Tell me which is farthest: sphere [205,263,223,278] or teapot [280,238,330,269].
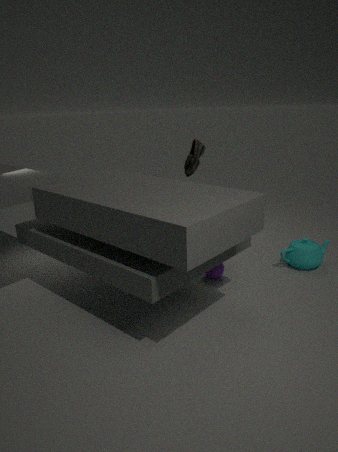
teapot [280,238,330,269]
